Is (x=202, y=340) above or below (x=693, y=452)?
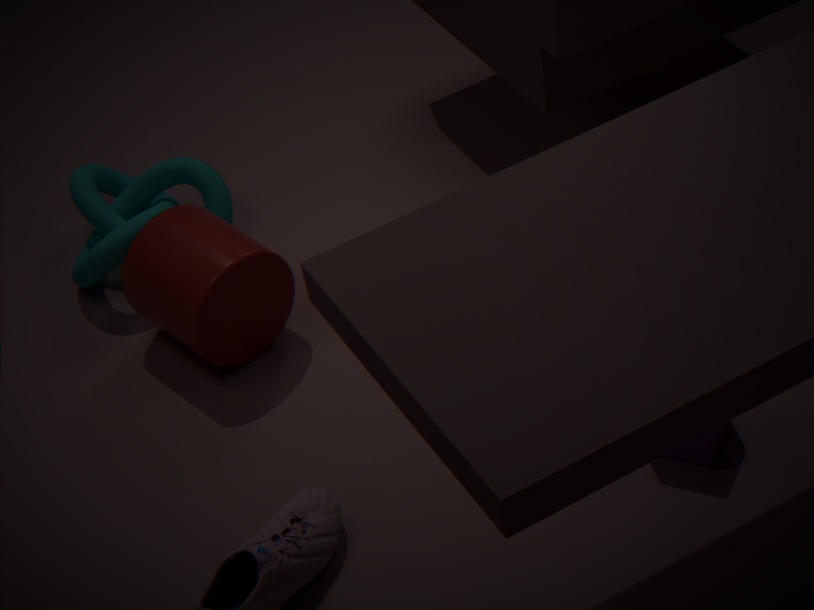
A: above
